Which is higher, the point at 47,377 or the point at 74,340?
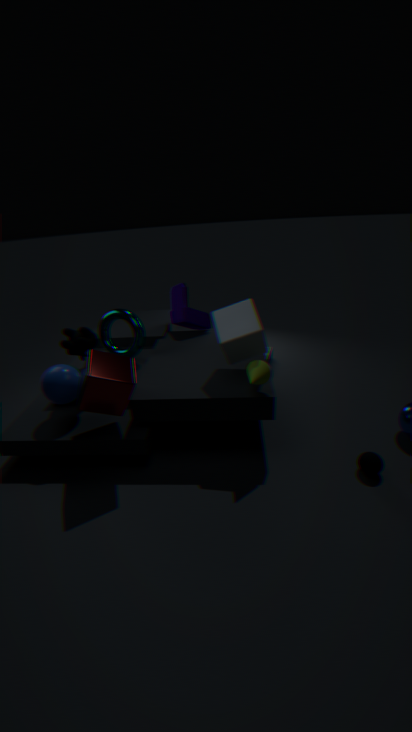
the point at 74,340
